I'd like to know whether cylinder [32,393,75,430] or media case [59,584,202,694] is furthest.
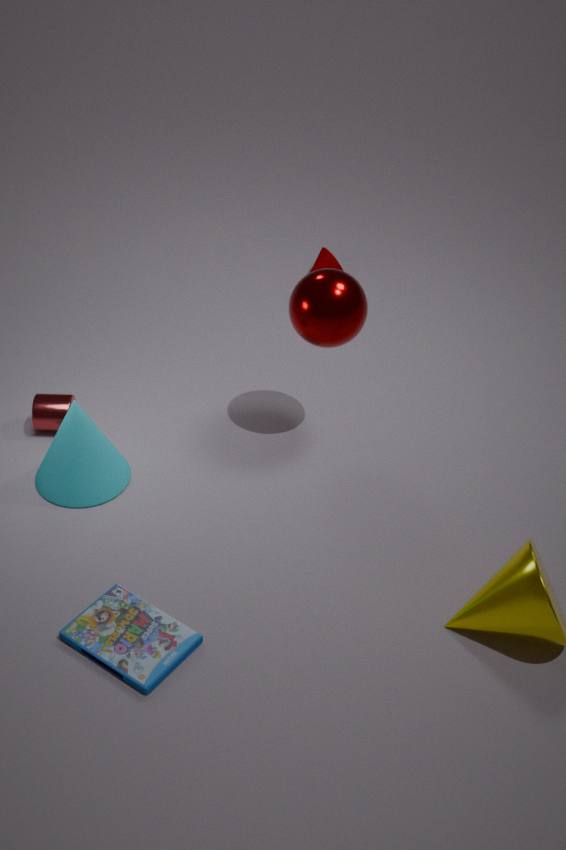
cylinder [32,393,75,430]
